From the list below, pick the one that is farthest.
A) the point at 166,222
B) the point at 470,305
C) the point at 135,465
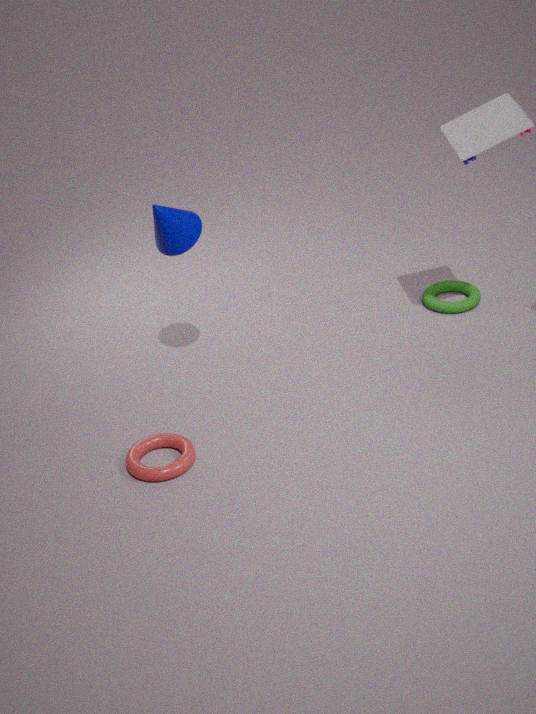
the point at 470,305
